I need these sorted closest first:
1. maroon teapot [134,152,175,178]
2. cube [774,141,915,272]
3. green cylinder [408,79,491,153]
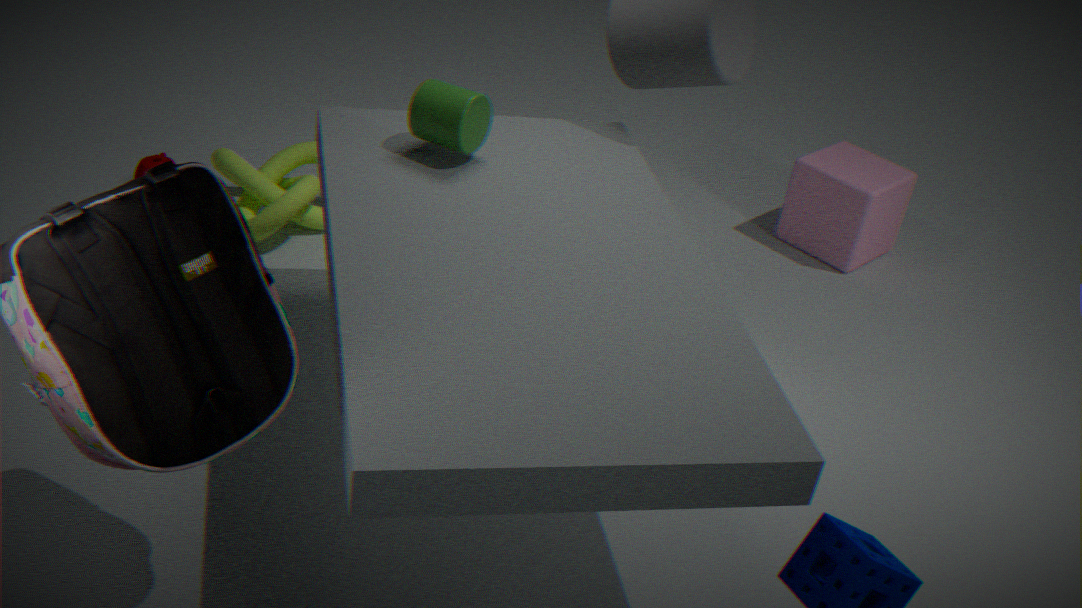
green cylinder [408,79,491,153] < maroon teapot [134,152,175,178] < cube [774,141,915,272]
